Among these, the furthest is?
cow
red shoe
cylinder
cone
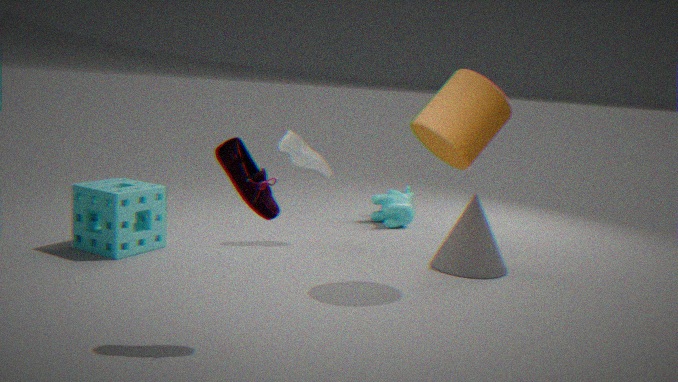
cow
